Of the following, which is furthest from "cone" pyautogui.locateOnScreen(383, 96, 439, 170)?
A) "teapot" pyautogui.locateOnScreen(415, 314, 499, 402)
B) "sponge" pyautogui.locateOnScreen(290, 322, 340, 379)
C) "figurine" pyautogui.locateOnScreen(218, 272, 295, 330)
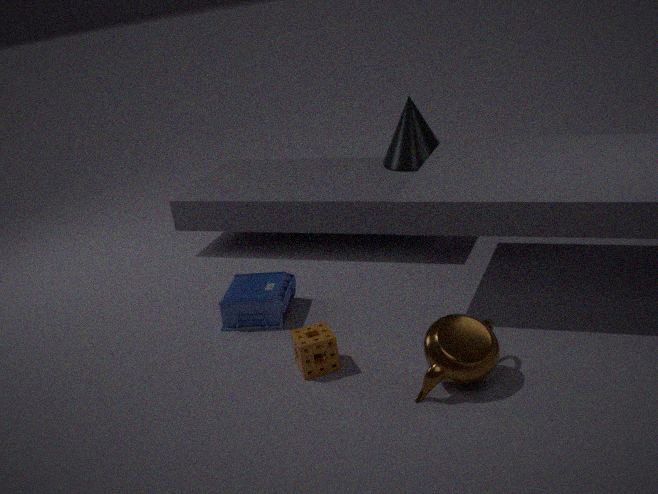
"teapot" pyautogui.locateOnScreen(415, 314, 499, 402)
